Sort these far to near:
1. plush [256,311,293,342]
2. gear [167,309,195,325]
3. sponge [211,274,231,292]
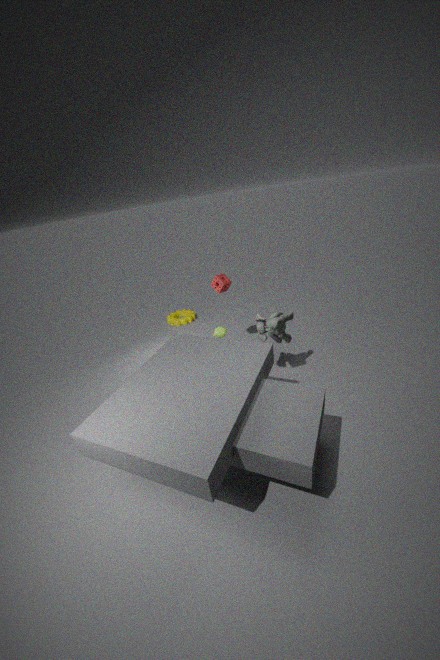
1. gear [167,309,195,325]
2. sponge [211,274,231,292]
3. plush [256,311,293,342]
